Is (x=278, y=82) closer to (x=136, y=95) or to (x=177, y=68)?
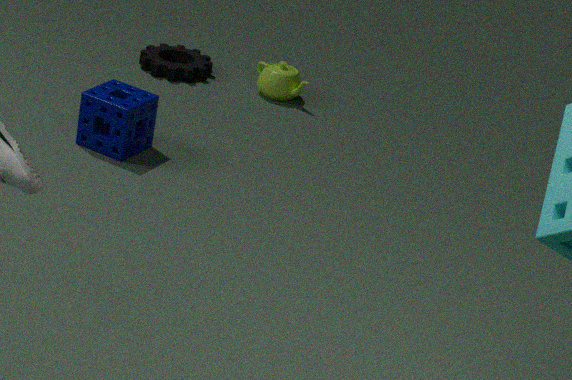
(x=177, y=68)
